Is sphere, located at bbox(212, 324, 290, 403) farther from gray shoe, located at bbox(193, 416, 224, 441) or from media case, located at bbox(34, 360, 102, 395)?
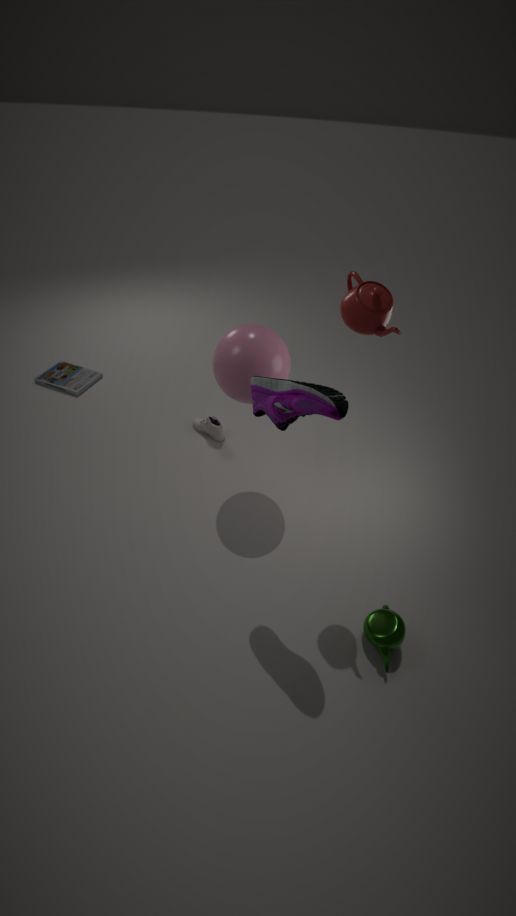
media case, located at bbox(34, 360, 102, 395)
